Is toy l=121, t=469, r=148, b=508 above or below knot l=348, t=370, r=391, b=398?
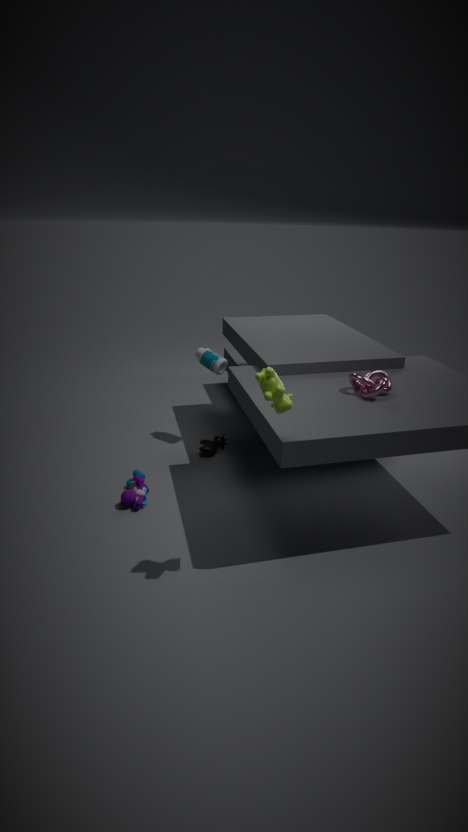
below
